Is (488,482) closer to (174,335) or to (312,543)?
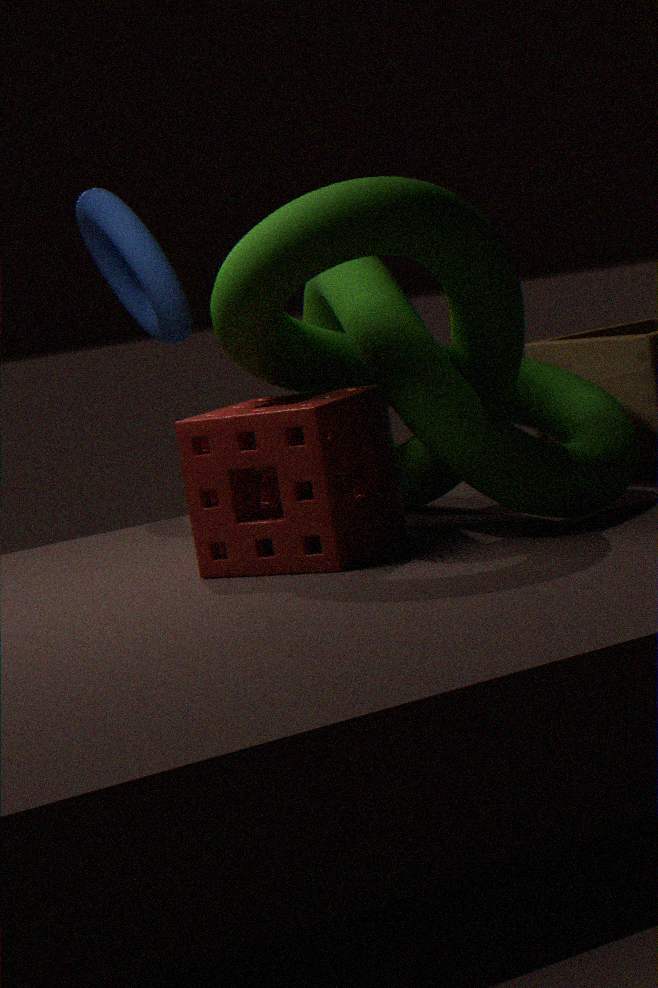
(312,543)
